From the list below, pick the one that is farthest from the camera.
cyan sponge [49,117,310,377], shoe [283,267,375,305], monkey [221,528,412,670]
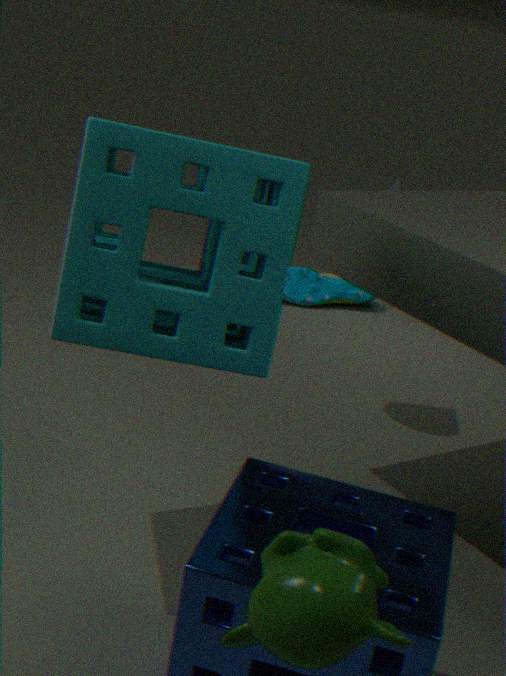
shoe [283,267,375,305]
